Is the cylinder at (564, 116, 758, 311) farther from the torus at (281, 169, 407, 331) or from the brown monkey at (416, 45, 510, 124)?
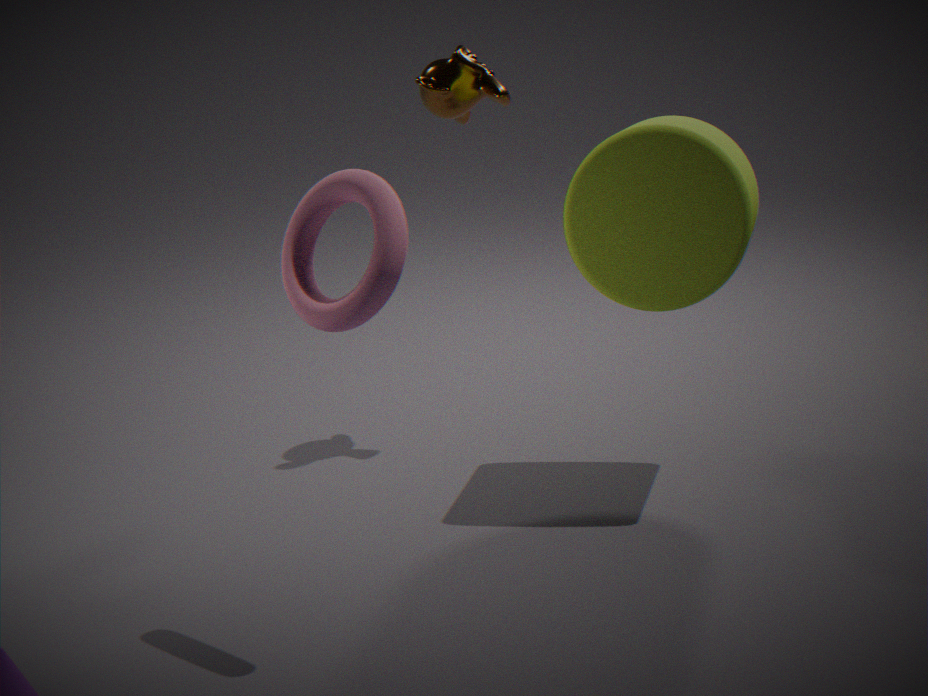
the torus at (281, 169, 407, 331)
